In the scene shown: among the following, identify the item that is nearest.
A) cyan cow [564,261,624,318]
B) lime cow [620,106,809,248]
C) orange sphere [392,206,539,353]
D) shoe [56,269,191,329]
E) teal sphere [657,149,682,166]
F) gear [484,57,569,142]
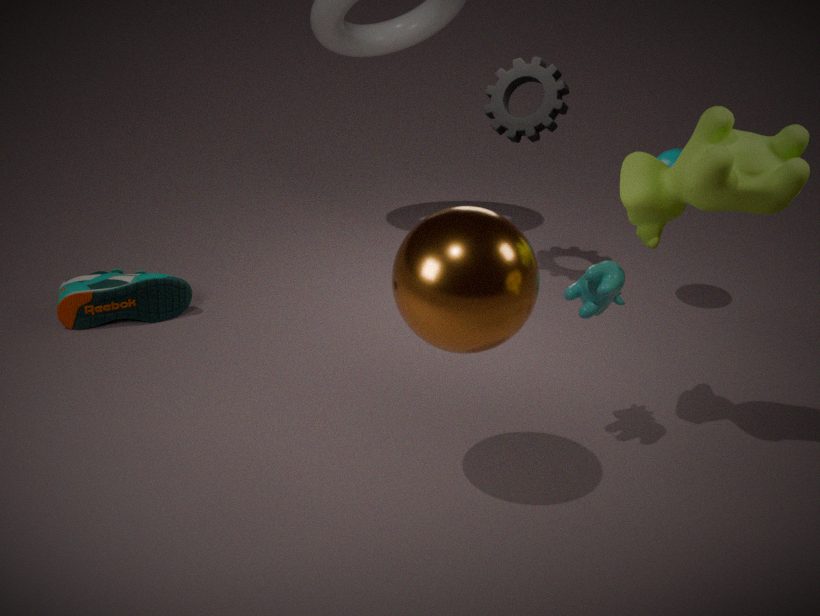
orange sphere [392,206,539,353]
